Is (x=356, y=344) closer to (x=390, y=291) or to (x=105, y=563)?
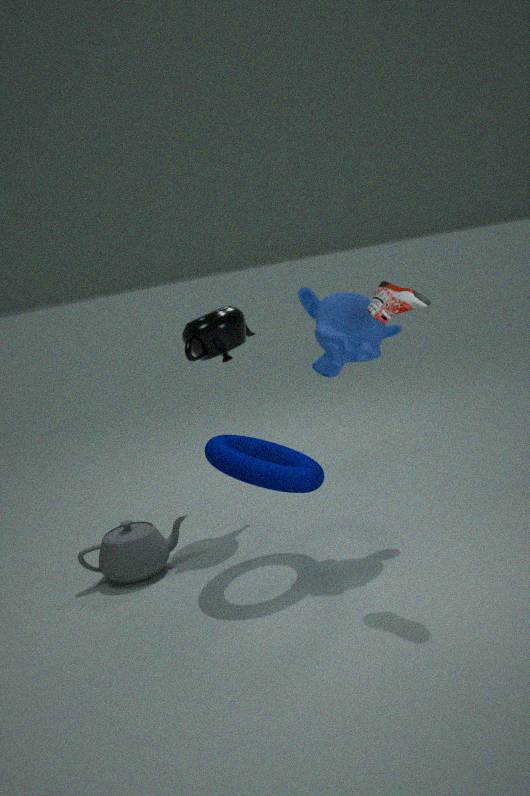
(x=390, y=291)
